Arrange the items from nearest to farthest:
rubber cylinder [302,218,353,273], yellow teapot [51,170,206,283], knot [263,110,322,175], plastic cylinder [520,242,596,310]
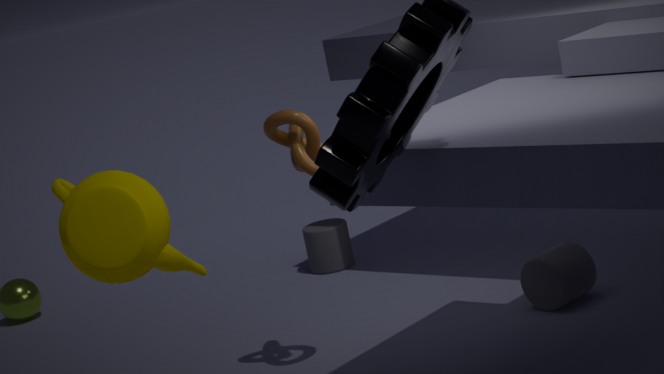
yellow teapot [51,170,206,283] < knot [263,110,322,175] < plastic cylinder [520,242,596,310] < rubber cylinder [302,218,353,273]
